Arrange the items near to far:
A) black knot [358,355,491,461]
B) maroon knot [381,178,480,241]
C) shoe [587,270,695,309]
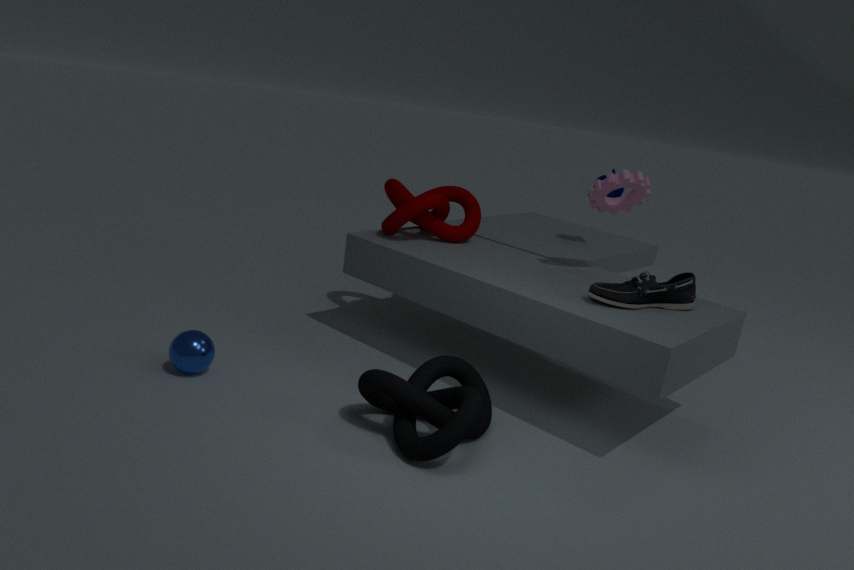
black knot [358,355,491,461] → shoe [587,270,695,309] → maroon knot [381,178,480,241]
